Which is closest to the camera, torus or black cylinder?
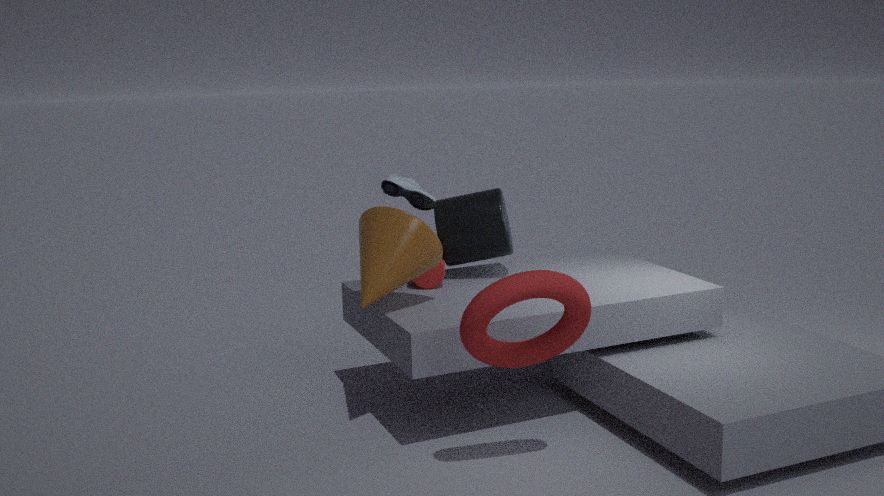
torus
